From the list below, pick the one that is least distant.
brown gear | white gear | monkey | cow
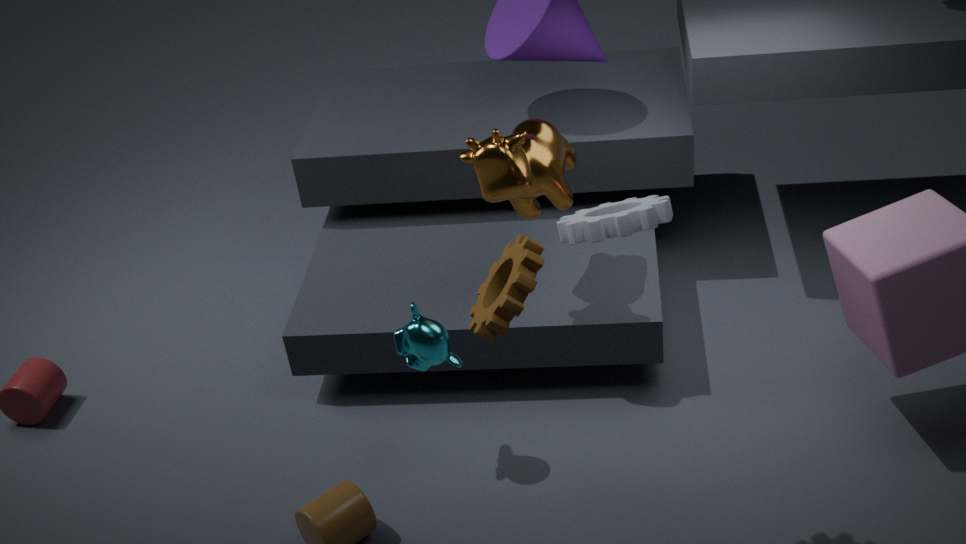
white gear
